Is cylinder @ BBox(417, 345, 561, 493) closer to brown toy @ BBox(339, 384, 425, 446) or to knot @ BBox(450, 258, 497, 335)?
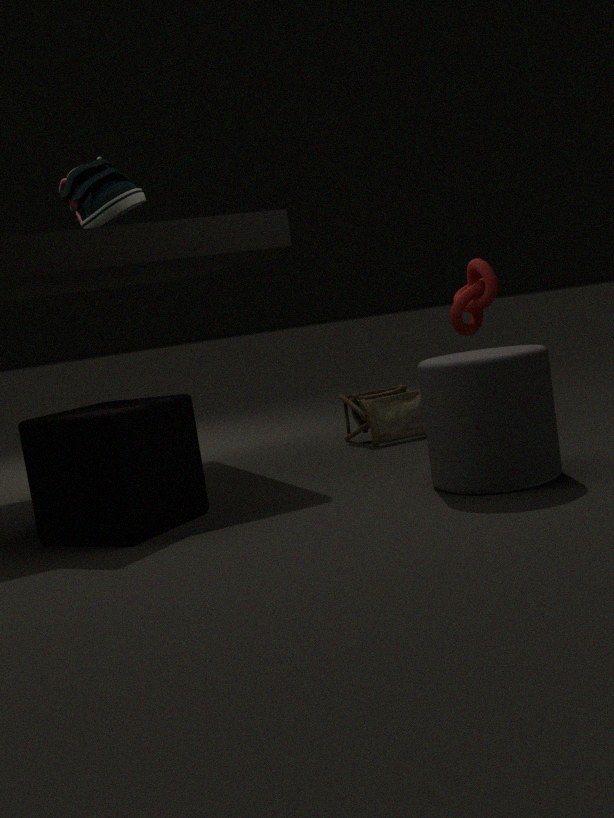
knot @ BBox(450, 258, 497, 335)
